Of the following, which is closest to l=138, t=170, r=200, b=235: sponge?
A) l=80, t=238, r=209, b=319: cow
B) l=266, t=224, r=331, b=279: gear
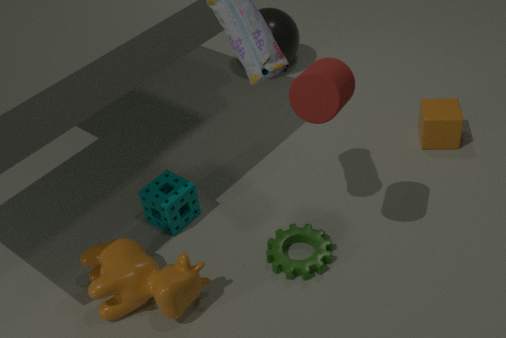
l=80, t=238, r=209, b=319: cow
